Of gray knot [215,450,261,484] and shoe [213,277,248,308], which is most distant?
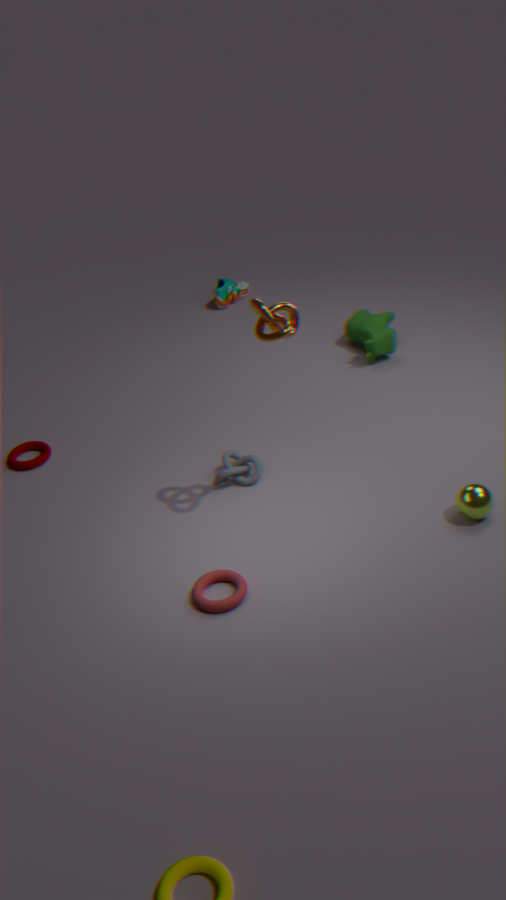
shoe [213,277,248,308]
